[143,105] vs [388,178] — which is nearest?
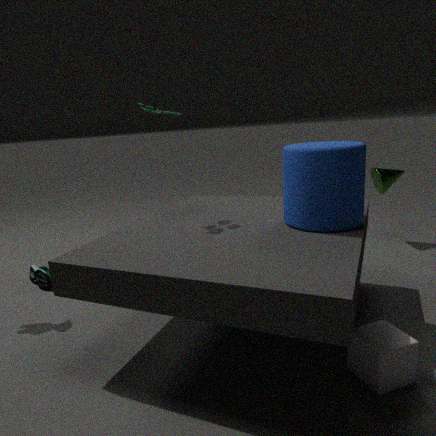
[143,105]
